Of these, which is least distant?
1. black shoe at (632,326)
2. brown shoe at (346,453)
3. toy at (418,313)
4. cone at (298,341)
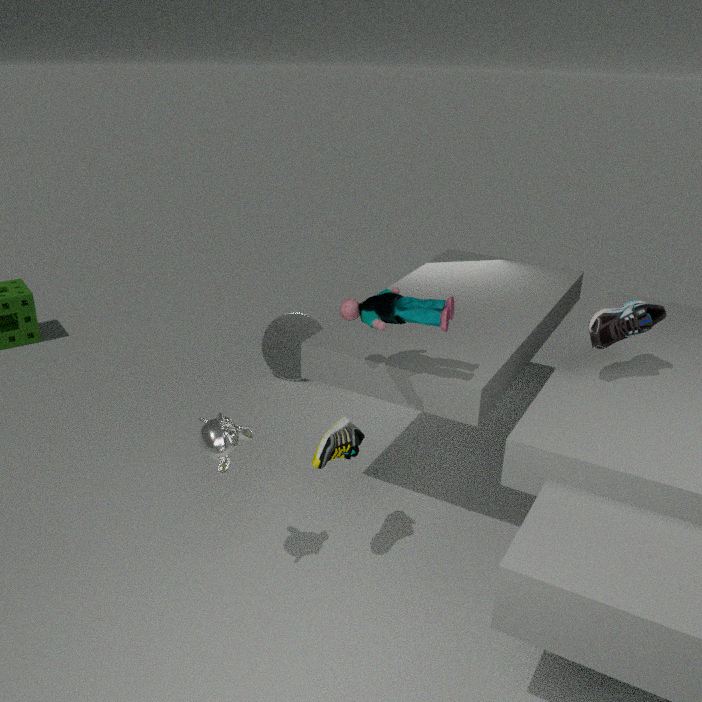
toy at (418,313)
